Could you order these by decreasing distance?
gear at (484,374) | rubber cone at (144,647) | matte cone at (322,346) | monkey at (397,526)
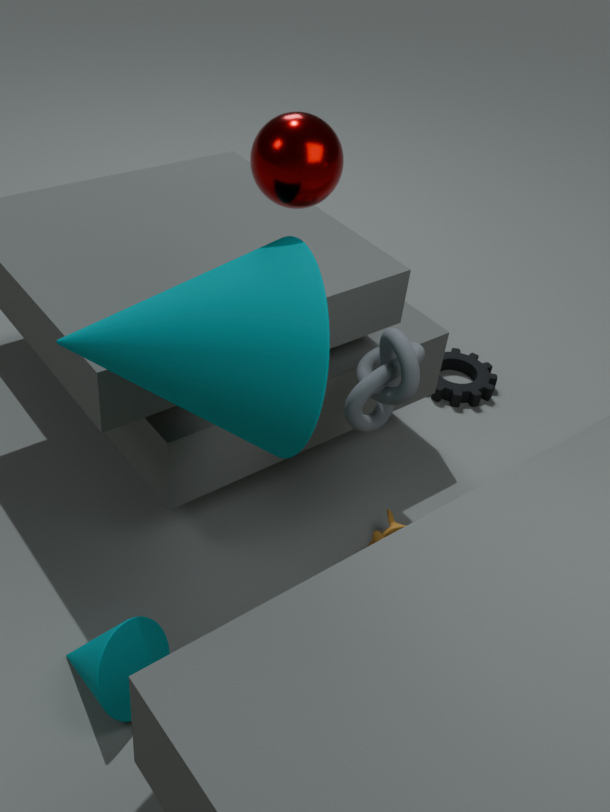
1. gear at (484,374)
2. monkey at (397,526)
3. rubber cone at (144,647)
4. matte cone at (322,346)
